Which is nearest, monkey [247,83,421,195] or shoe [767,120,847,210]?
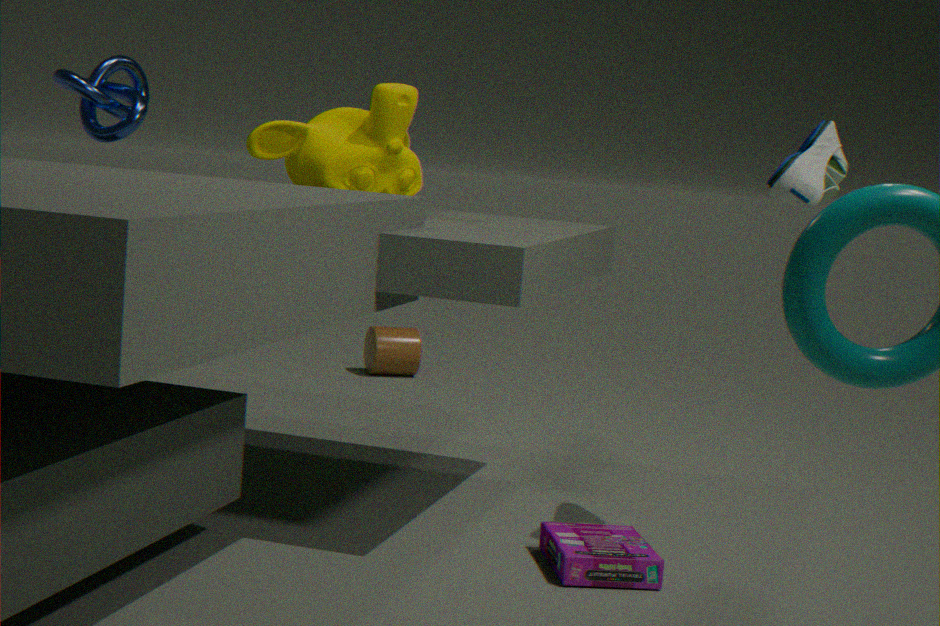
shoe [767,120,847,210]
